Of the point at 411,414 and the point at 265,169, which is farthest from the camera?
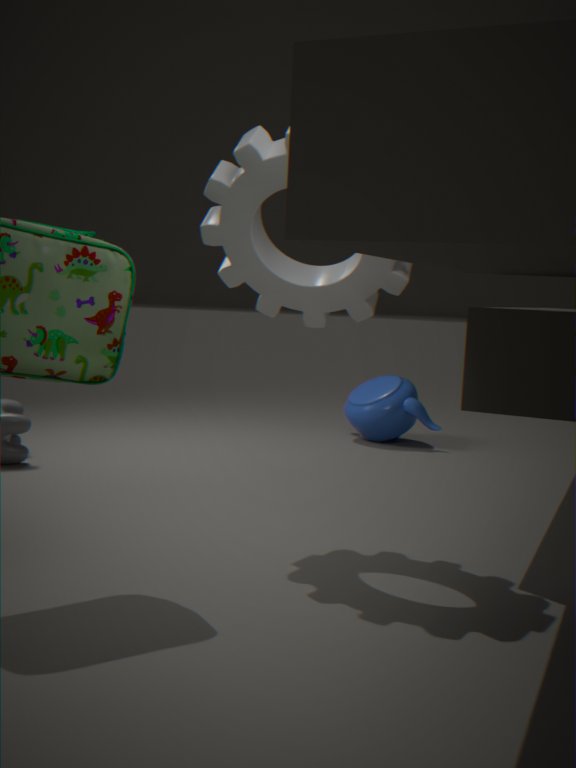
the point at 411,414
